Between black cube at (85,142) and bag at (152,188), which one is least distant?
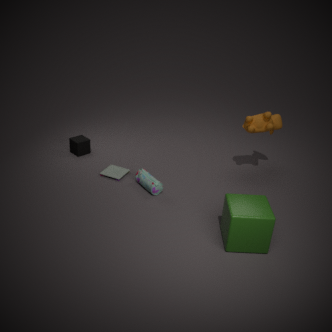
bag at (152,188)
